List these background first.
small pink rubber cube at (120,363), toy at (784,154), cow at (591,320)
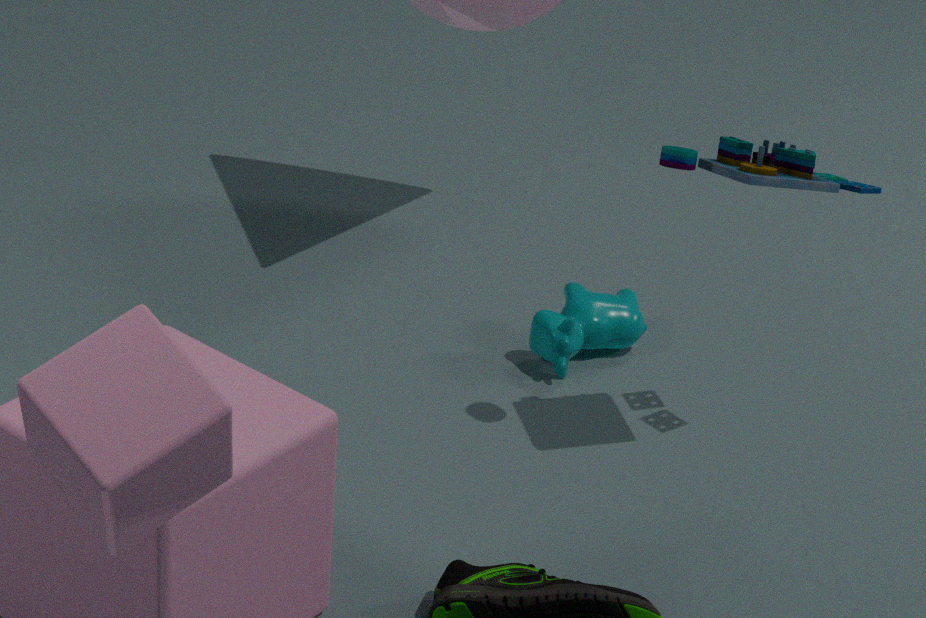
cow at (591,320) < toy at (784,154) < small pink rubber cube at (120,363)
